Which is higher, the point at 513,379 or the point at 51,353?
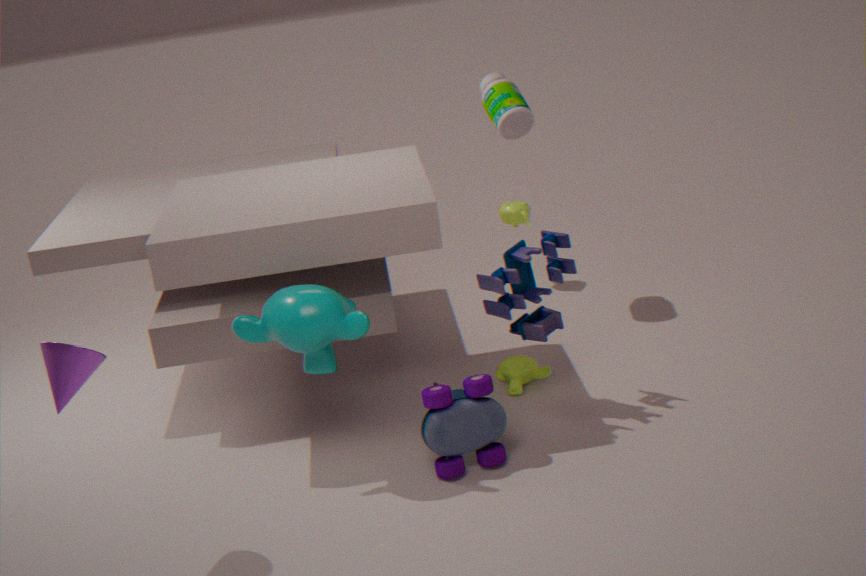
the point at 51,353
